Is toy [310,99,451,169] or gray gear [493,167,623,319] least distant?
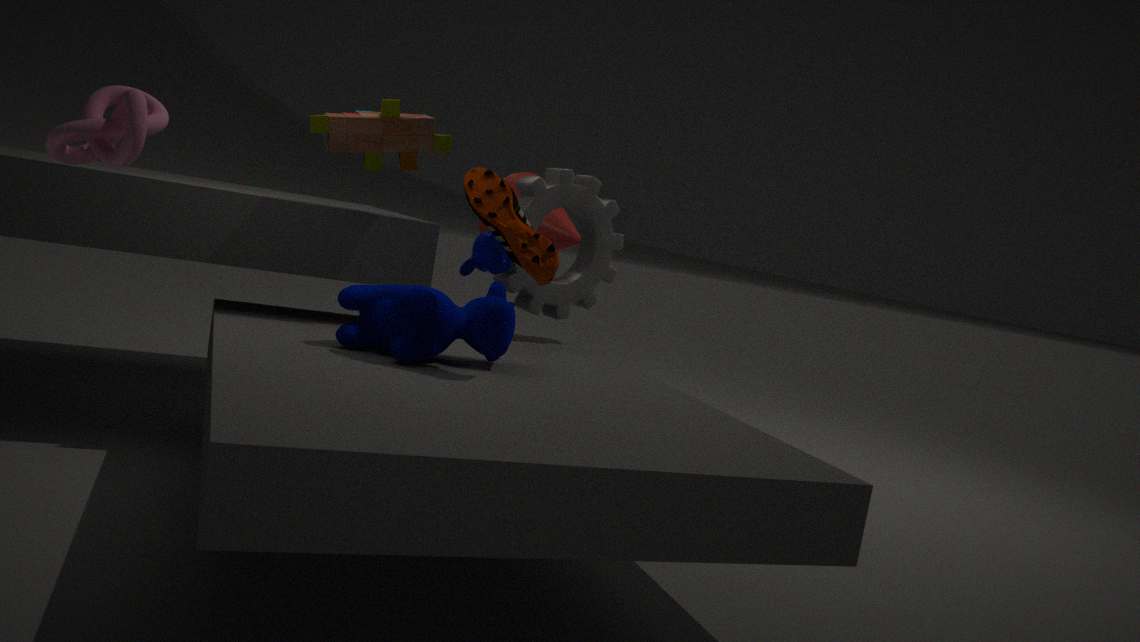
toy [310,99,451,169]
